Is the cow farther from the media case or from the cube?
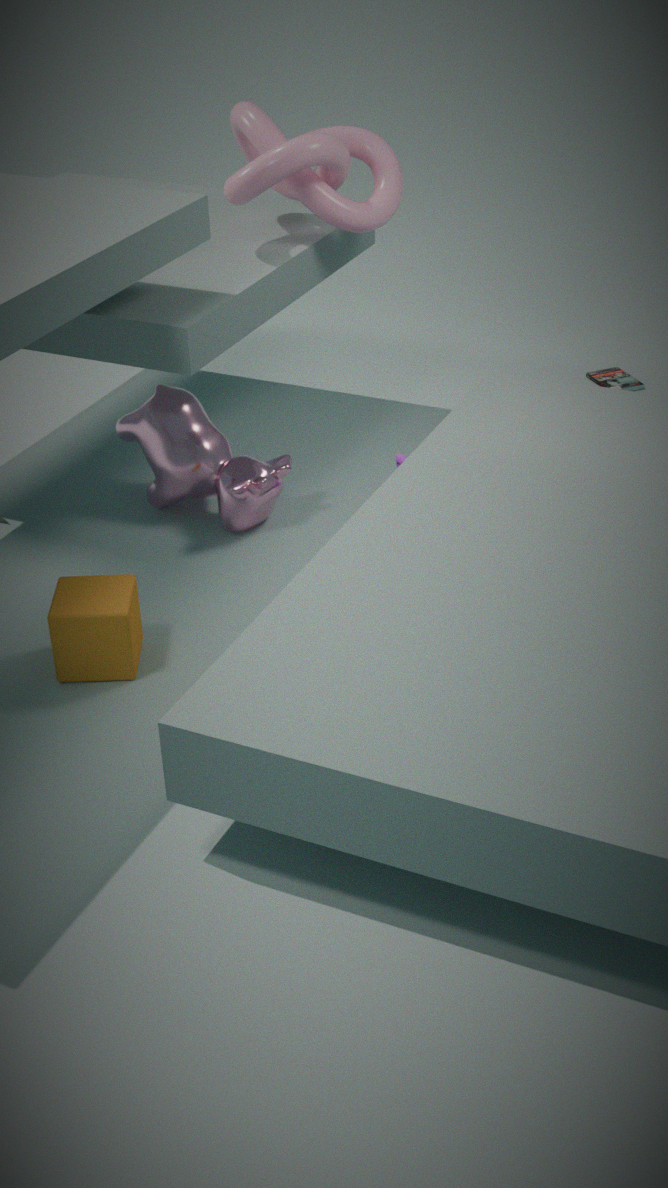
the media case
